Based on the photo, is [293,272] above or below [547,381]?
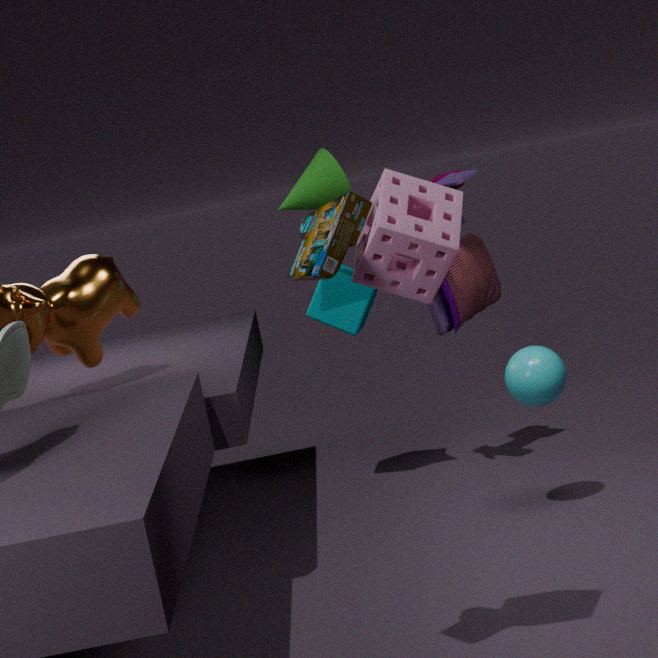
above
